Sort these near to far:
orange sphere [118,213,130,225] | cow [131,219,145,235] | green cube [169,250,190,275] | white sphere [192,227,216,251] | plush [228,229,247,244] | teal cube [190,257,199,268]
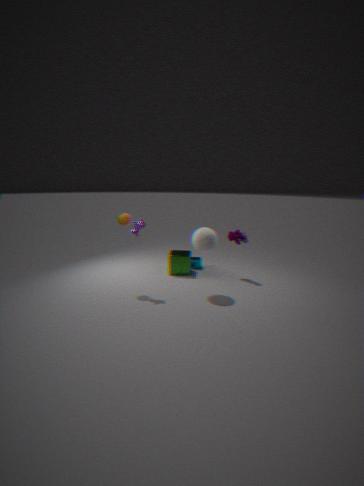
white sphere [192,227,216,251]
cow [131,219,145,235]
orange sphere [118,213,130,225]
plush [228,229,247,244]
green cube [169,250,190,275]
teal cube [190,257,199,268]
